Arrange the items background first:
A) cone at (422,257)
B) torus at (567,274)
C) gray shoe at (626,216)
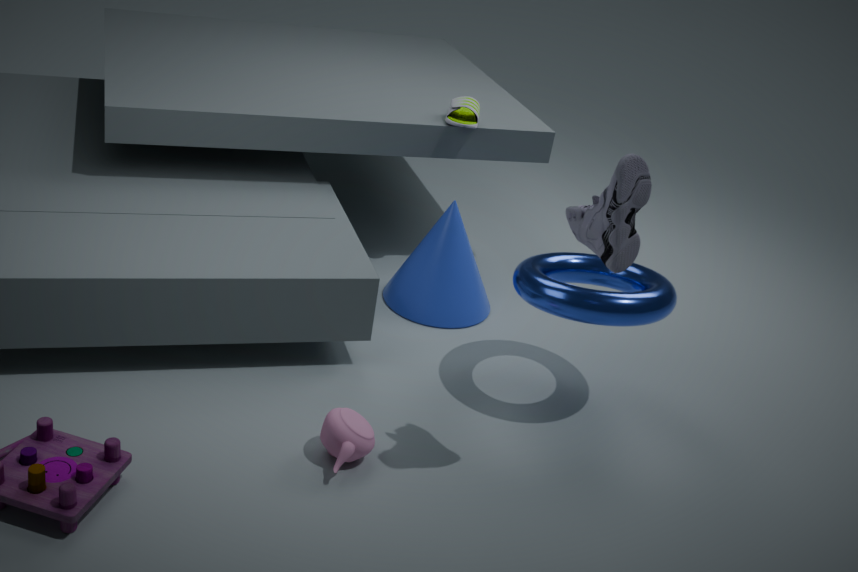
cone at (422,257) → torus at (567,274) → gray shoe at (626,216)
